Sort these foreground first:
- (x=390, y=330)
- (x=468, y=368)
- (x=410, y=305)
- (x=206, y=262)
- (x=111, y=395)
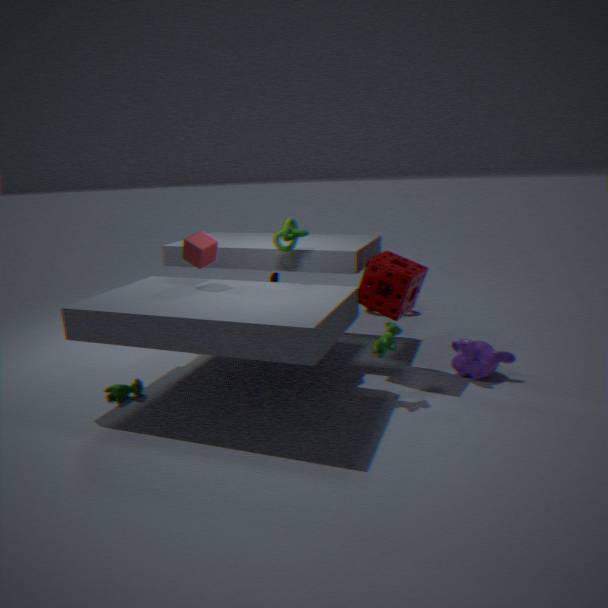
(x=390, y=330)
(x=111, y=395)
(x=206, y=262)
(x=468, y=368)
(x=410, y=305)
